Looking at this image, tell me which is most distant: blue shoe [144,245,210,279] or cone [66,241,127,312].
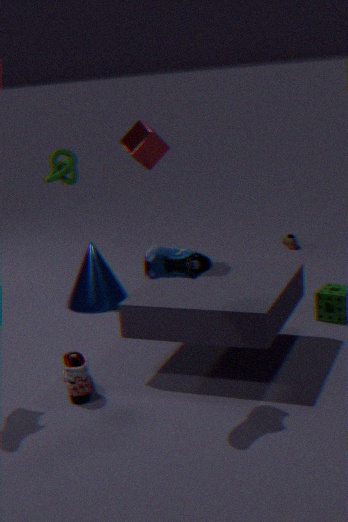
cone [66,241,127,312]
